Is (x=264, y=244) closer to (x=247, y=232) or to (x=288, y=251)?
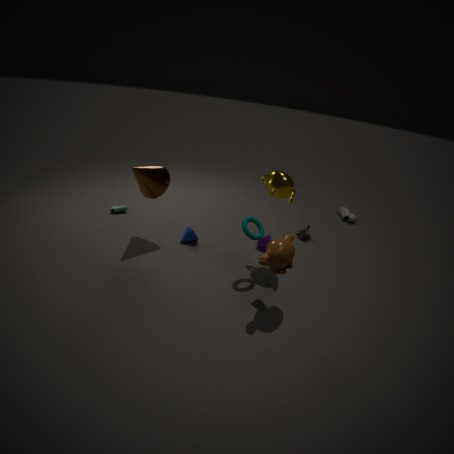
(x=247, y=232)
